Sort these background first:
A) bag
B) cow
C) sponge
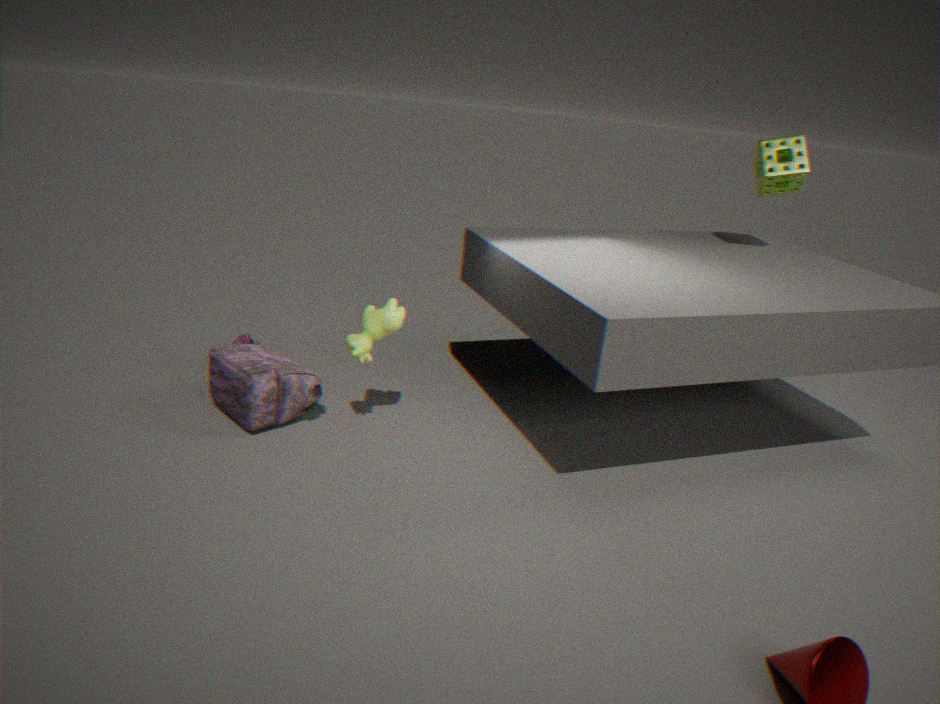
sponge < bag < cow
